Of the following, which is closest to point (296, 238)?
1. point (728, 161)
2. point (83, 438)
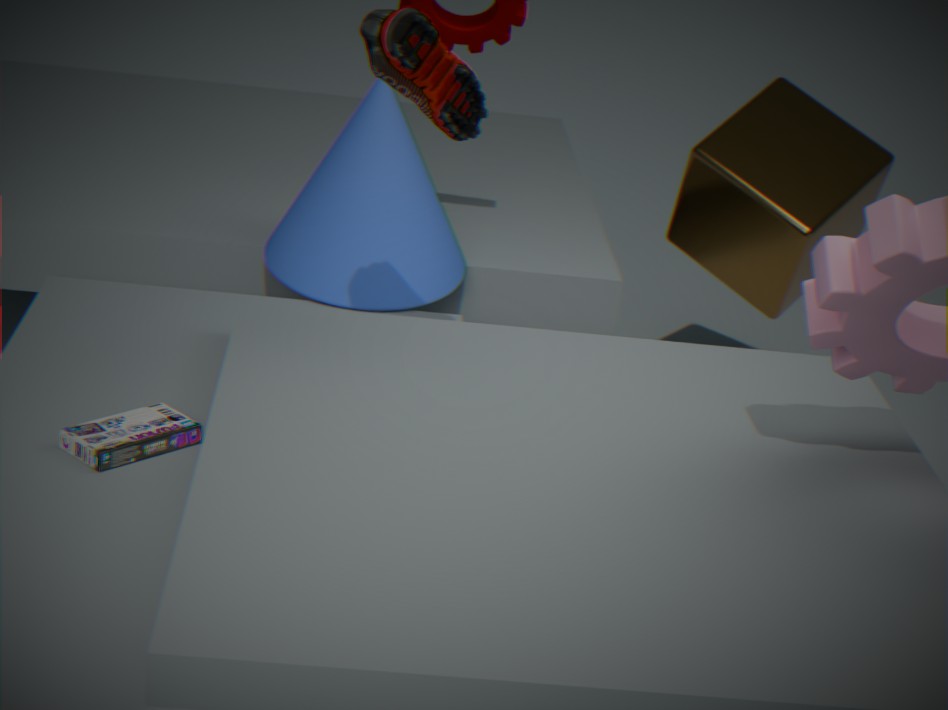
point (83, 438)
